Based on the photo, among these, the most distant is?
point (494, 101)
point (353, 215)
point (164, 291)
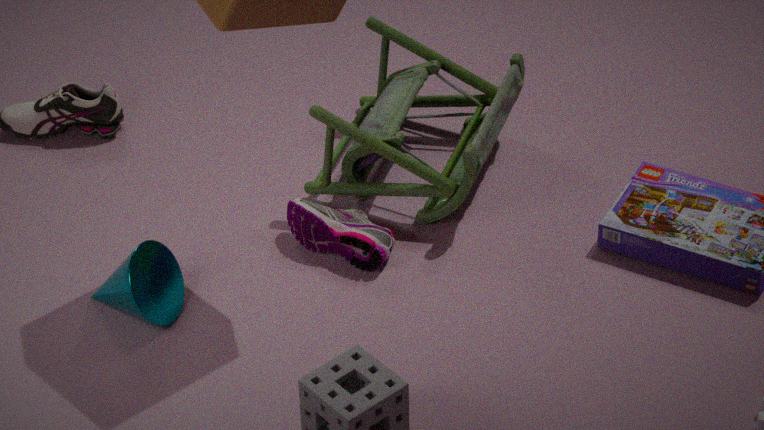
point (494, 101)
